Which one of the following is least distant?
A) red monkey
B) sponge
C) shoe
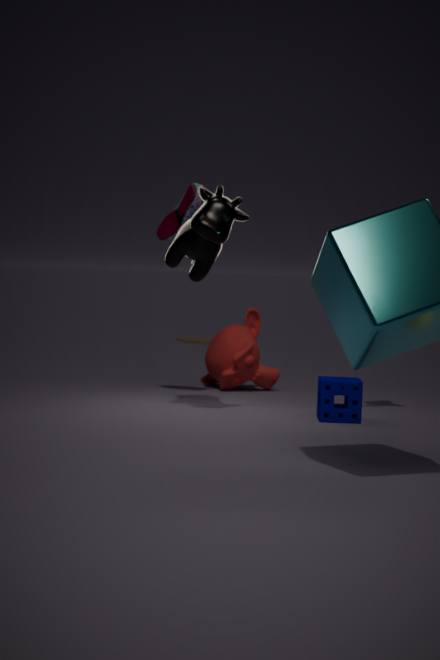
sponge
